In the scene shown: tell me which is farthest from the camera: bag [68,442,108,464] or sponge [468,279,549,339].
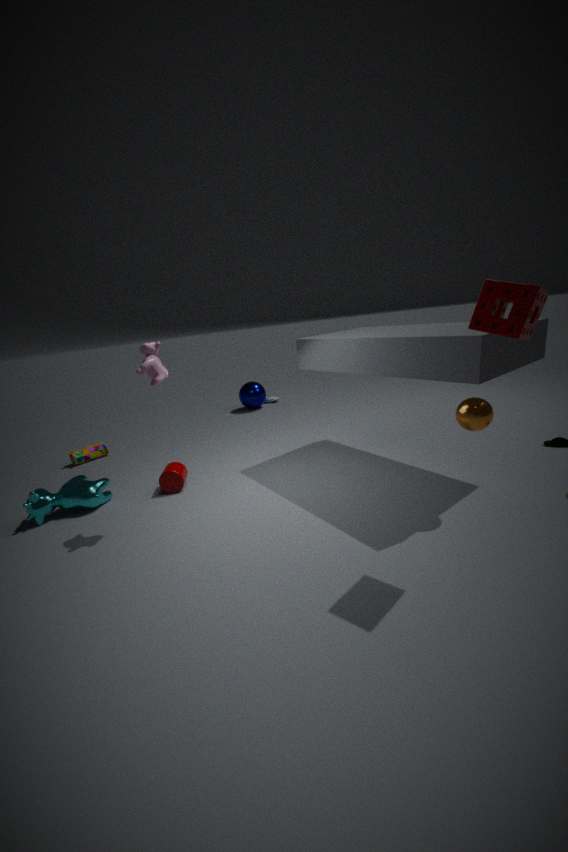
bag [68,442,108,464]
